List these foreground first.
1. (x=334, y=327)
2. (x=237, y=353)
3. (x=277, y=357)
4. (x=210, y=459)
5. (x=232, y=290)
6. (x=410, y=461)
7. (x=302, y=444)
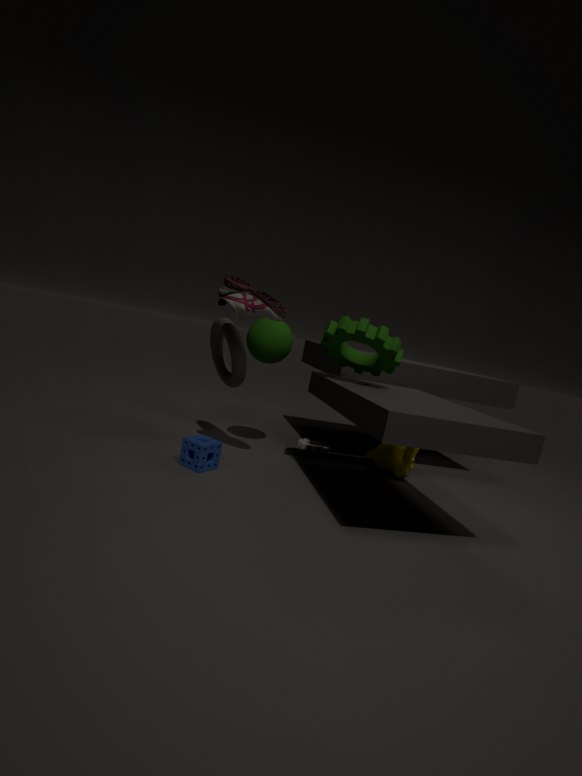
1. (x=210, y=459)
2. (x=232, y=290)
3. (x=334, y=327)
4. (x=237, y=353)
5. (x=277, y=357)
6. (x=410, y=461)
7. (x=302, y=444)
